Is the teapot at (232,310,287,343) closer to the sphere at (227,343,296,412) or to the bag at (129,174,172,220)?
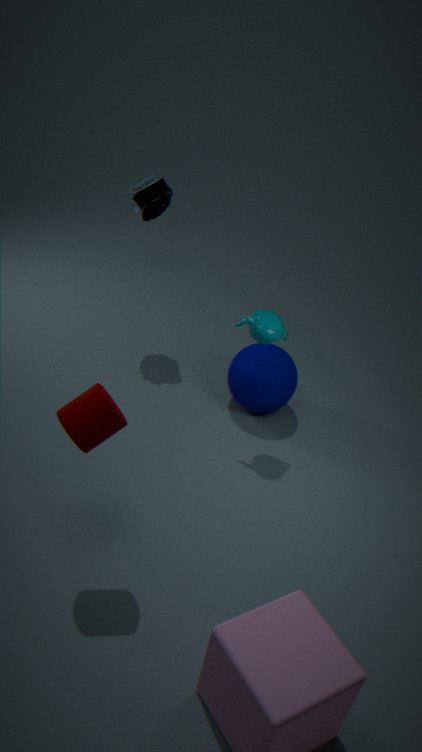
the sphere at (227,343,296,412)
